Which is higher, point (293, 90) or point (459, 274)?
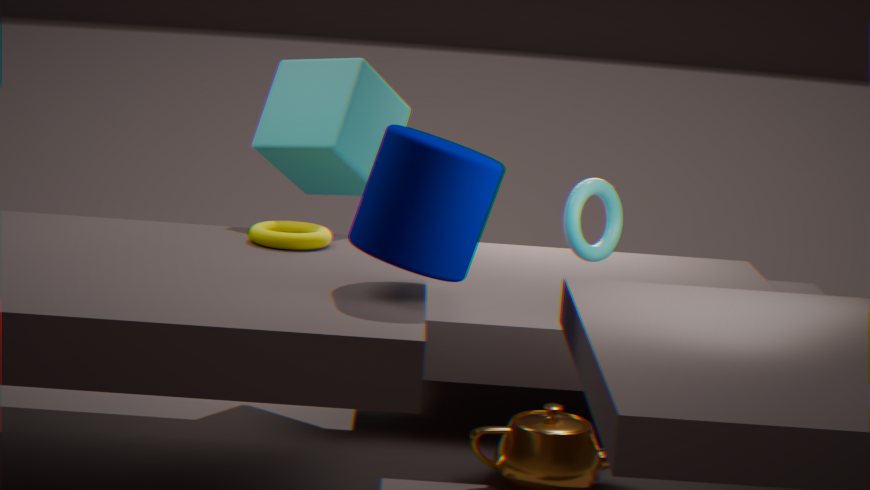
point (293, 90)
